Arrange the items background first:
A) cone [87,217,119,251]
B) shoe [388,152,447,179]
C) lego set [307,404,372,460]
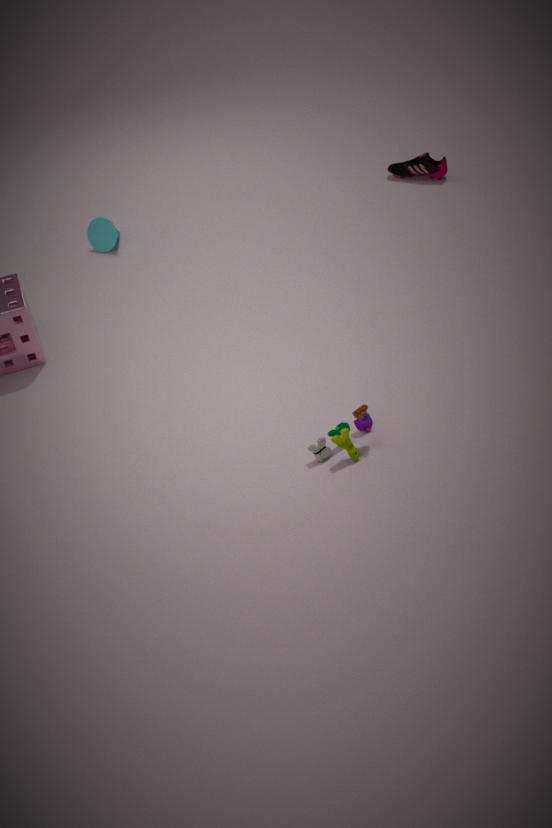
shoe [388,152,447,179] < cone [87,217,119,251] < lego set [307,404,372,460]
